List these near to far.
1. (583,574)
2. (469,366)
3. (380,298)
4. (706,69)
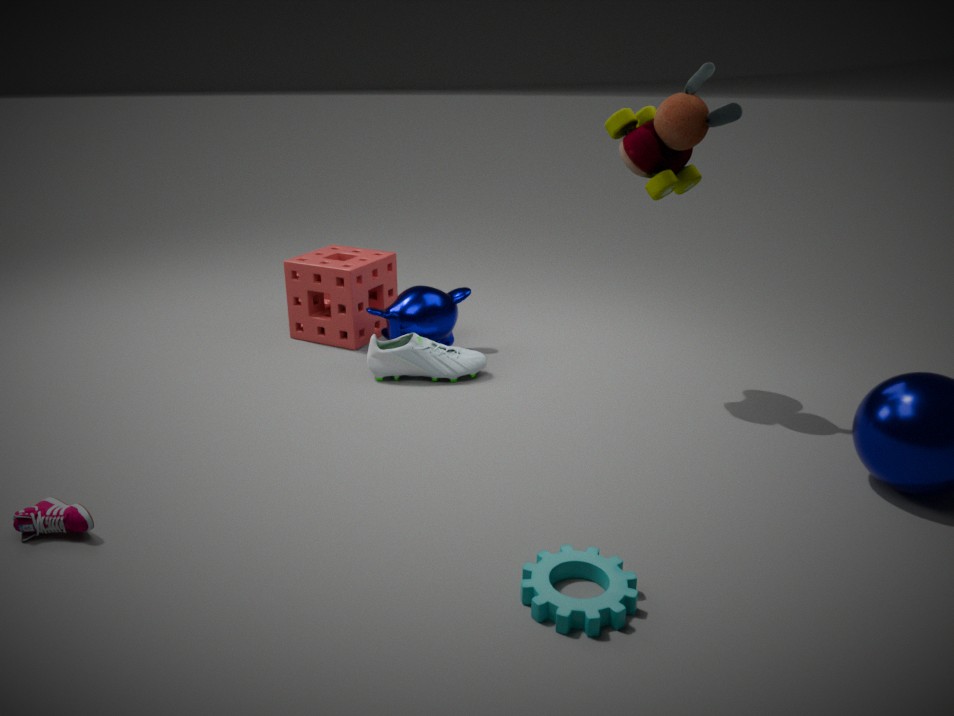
(583,574) → (706,69) → (469,366) → (380,298)
